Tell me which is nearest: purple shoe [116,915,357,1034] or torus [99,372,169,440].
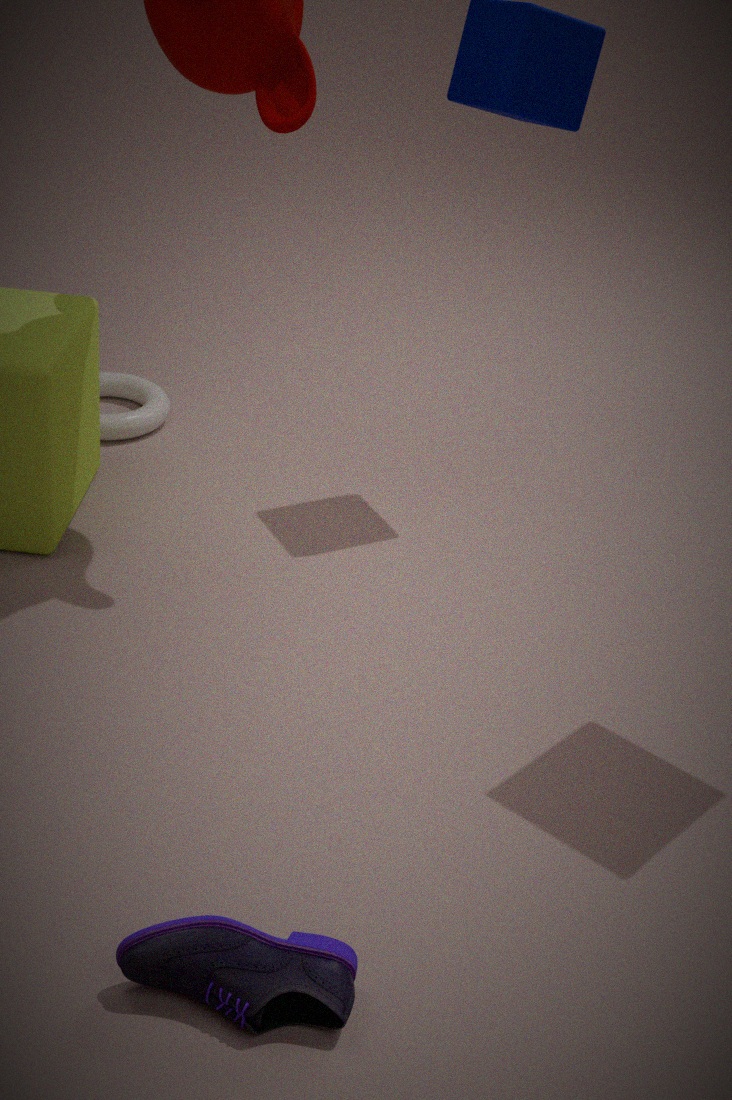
purple shoe [116,915,357,1034]
